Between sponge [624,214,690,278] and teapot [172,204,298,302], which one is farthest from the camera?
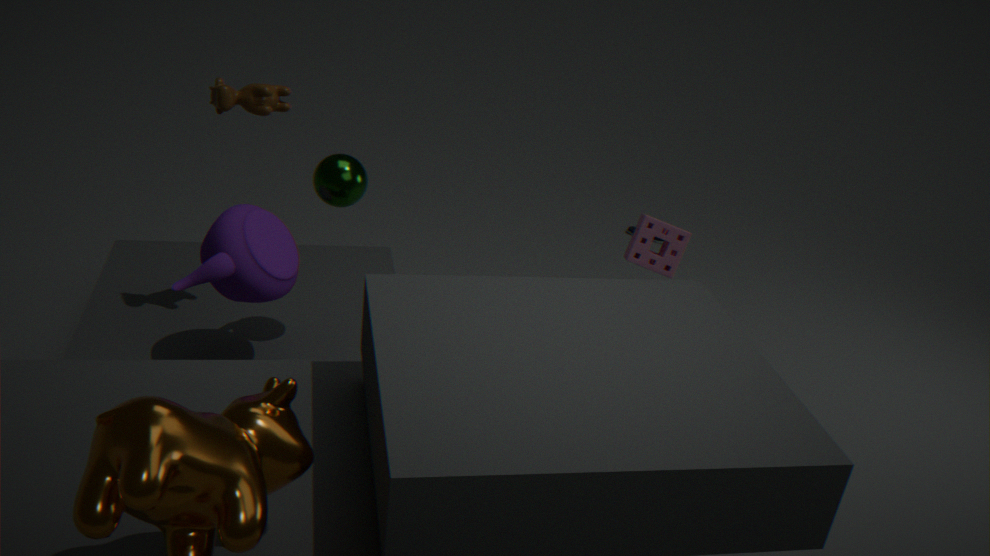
sponge [624,214,690,278]
